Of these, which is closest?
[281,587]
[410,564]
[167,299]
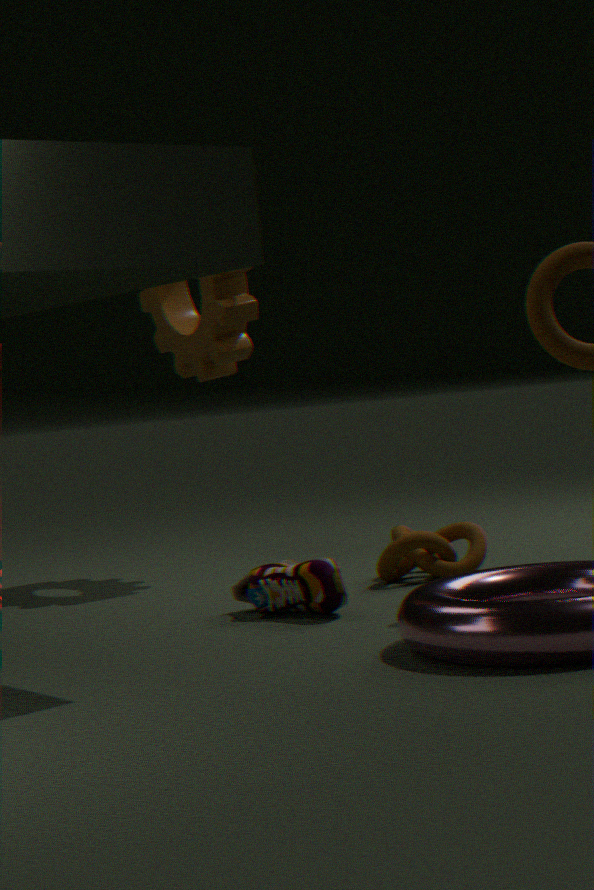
[281,587]
